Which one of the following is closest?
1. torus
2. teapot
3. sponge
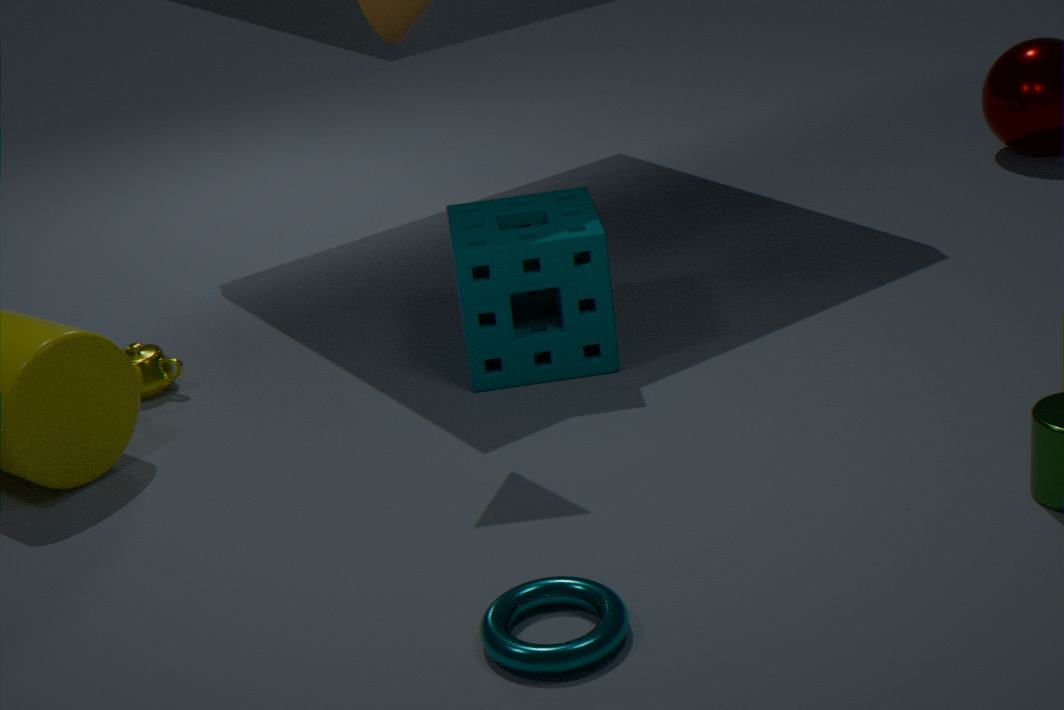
torus
